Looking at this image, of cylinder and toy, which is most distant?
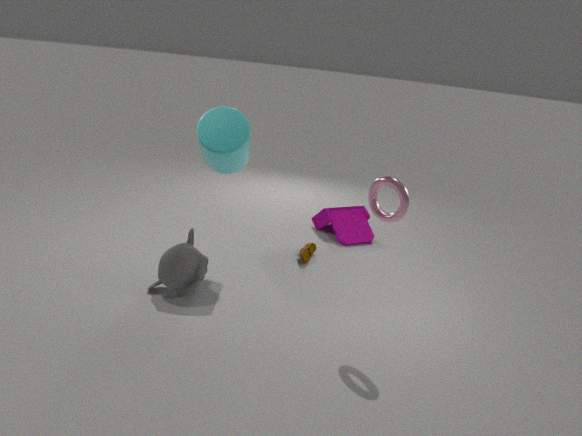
toy
